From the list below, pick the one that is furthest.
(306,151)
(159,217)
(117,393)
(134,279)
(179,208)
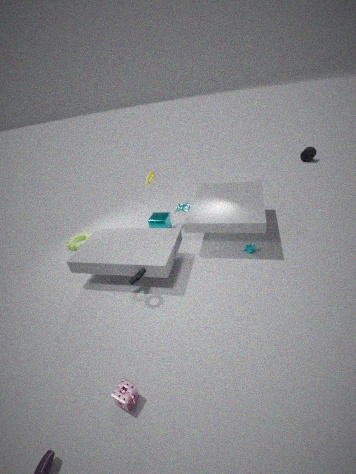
(306,151)
